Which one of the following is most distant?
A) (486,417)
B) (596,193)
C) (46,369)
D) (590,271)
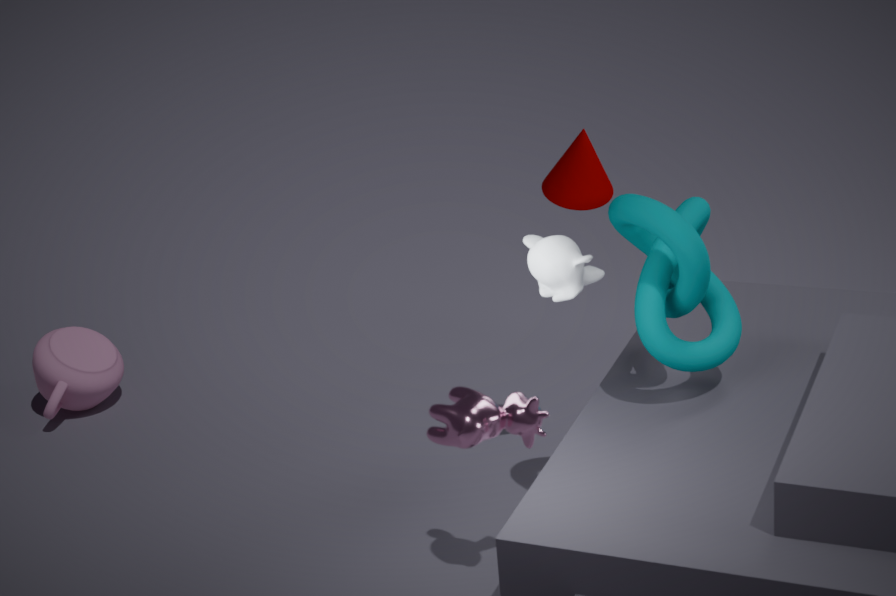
(46,369)
